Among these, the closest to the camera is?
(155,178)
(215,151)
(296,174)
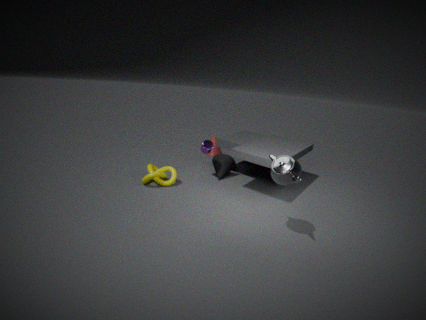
(296,174)
